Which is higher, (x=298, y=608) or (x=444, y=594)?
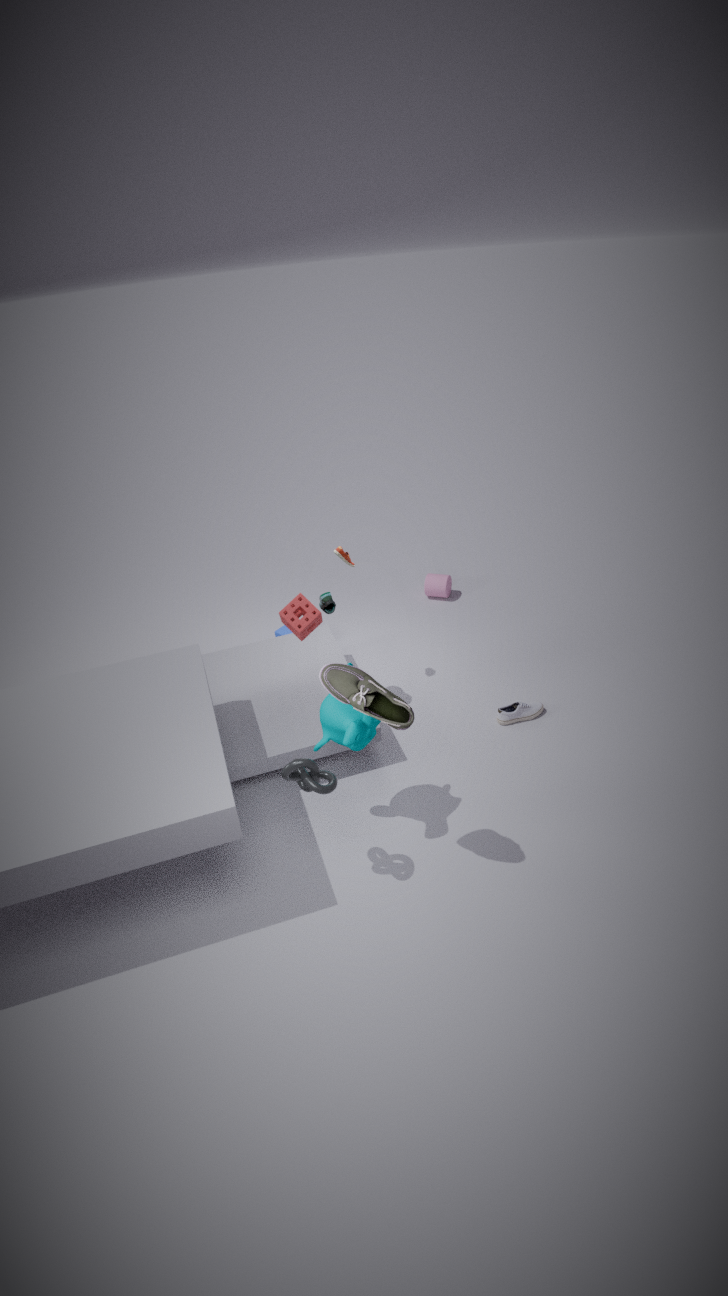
(x=298, y=608)
